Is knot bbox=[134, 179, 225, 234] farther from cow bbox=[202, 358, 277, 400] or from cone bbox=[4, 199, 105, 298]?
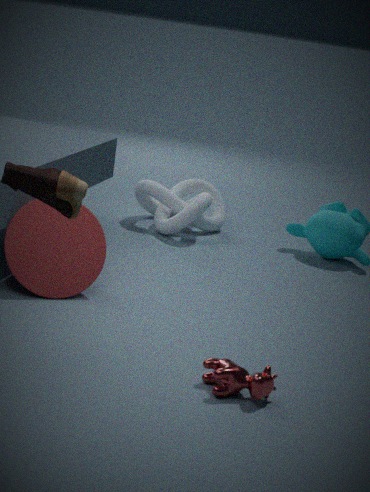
cow bbox=[202, 358, 277, 400]
